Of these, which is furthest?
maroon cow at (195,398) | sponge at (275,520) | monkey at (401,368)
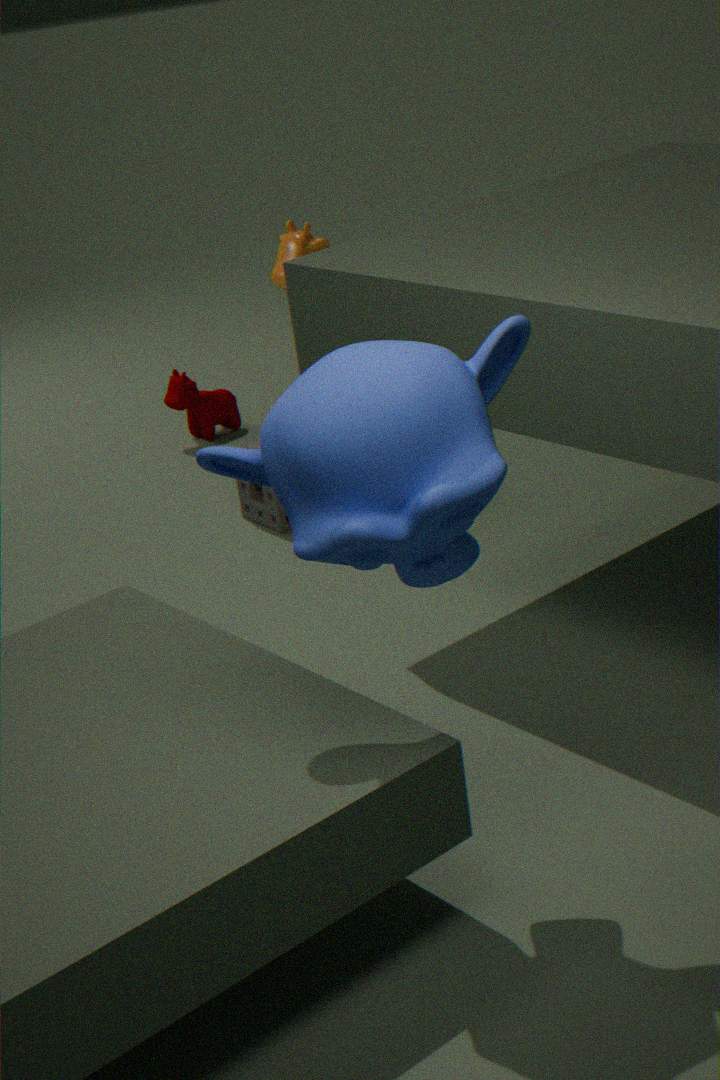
maroon cow at (195,398)
